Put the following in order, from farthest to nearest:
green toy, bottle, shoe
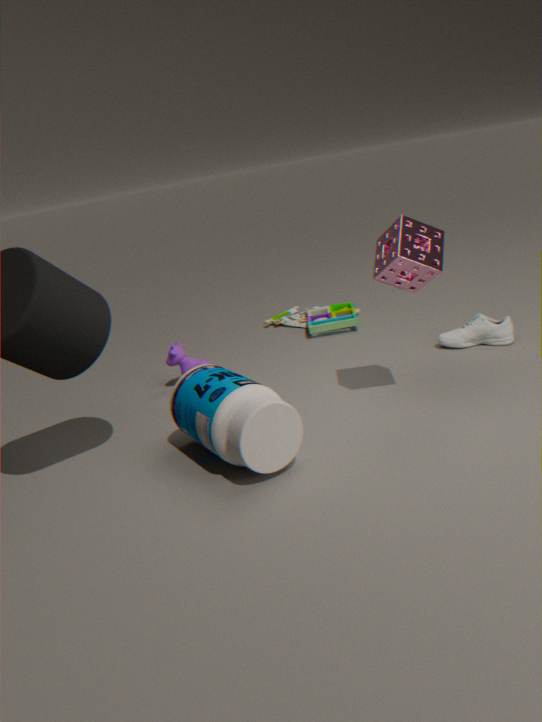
green toy → shoe → bottle
